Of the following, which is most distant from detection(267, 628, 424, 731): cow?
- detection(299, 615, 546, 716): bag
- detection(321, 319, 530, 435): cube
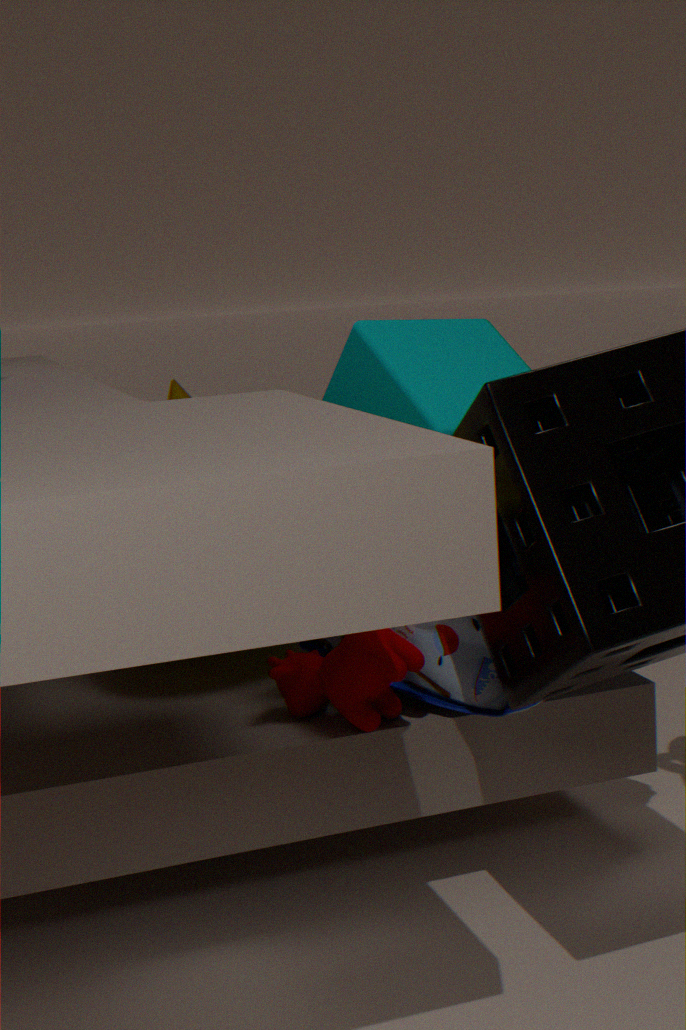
detection(321, 319, 530, 435): cube
